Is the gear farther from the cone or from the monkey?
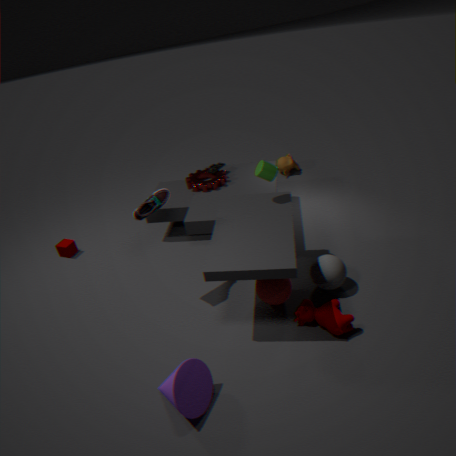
the cone
